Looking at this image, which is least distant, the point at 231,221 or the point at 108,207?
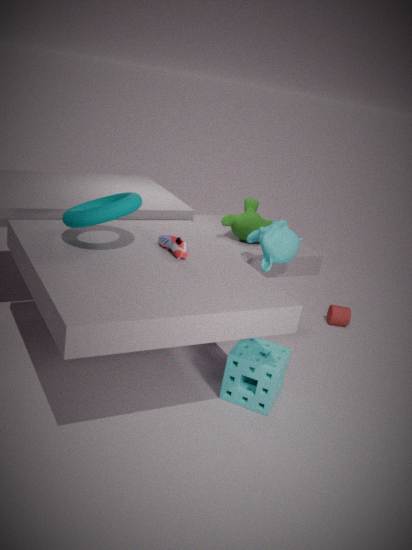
the point at 108,207
